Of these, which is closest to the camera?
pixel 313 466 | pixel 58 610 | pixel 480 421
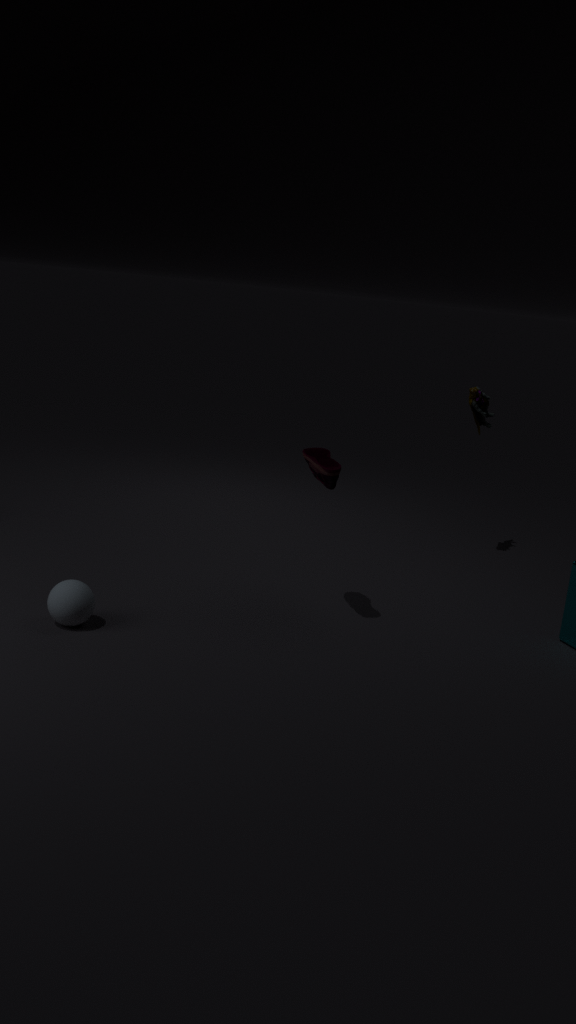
pixel 58 610
